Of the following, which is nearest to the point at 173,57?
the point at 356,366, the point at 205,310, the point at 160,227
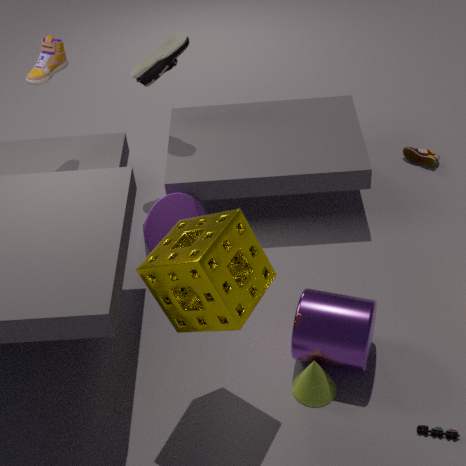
the point at 160,227
